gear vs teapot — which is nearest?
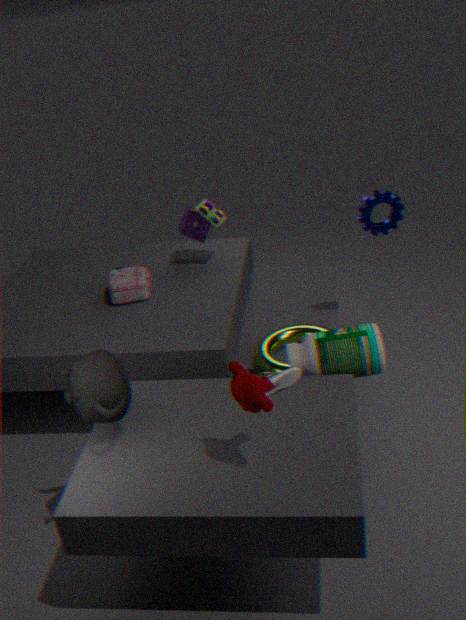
teapot
